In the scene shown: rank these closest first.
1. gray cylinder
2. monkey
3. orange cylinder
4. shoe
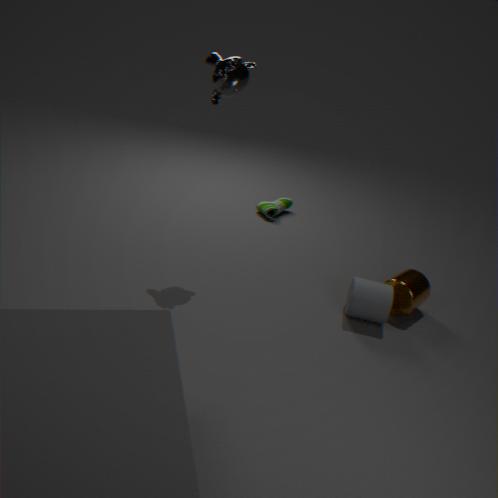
1. monkey
2. gray cylinder
3. orange cylinder
4. shoe
